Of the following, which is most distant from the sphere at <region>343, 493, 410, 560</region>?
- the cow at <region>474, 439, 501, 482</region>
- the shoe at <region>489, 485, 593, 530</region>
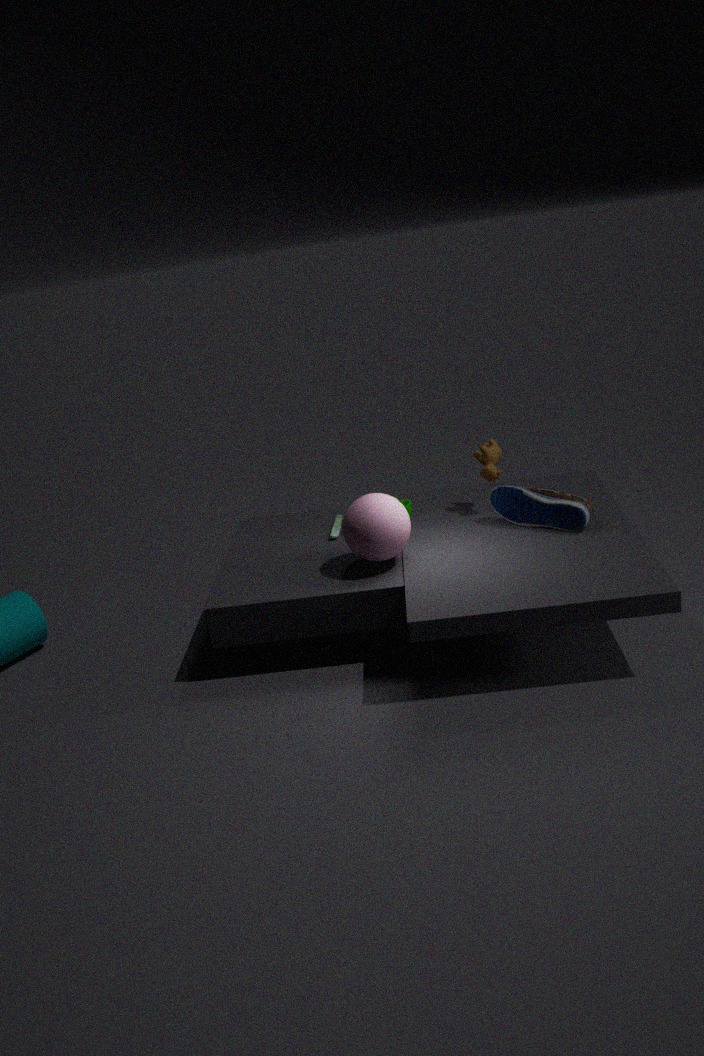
the cow at <region>474, 439, 501, 482</region>
